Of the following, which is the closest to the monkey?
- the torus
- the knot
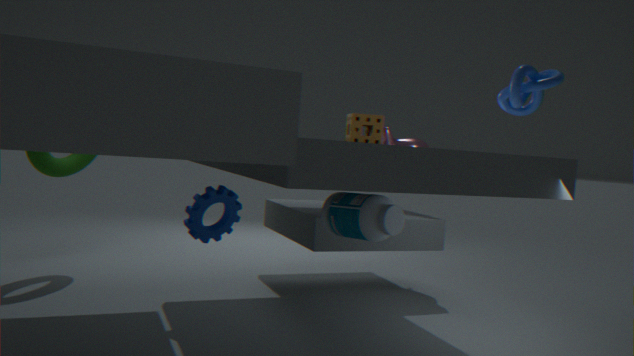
the knot
